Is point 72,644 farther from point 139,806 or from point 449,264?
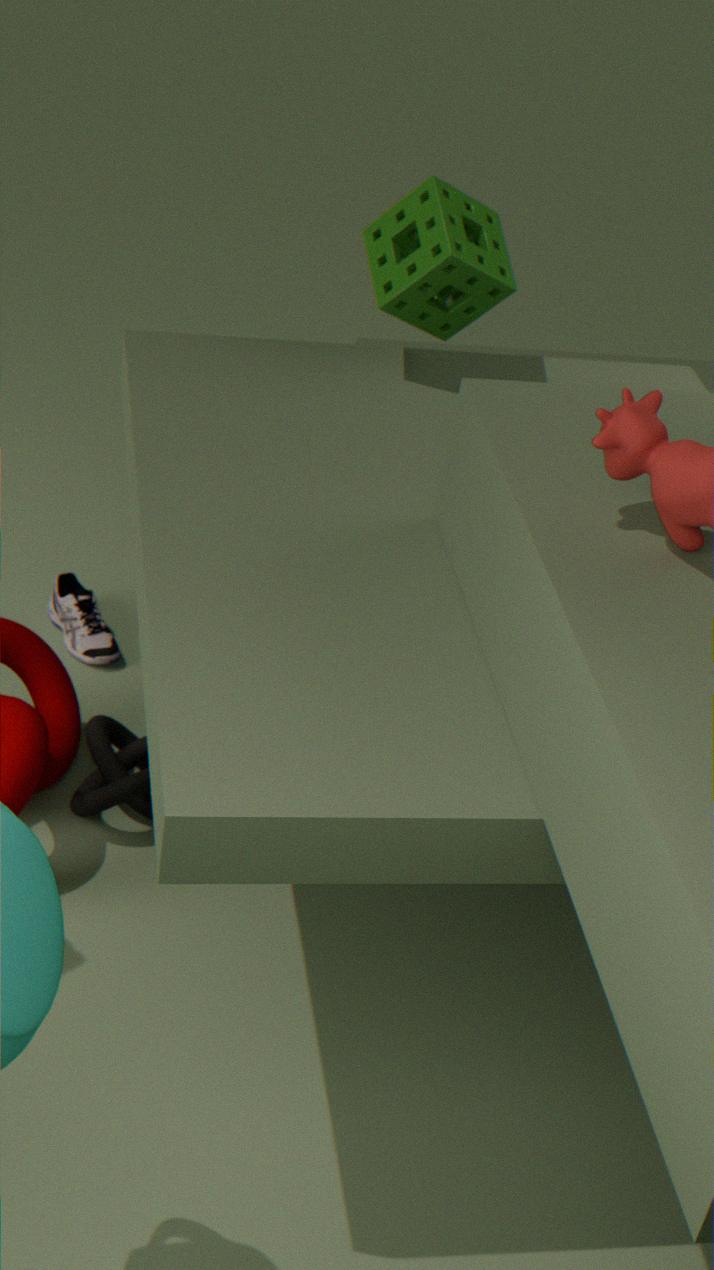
point 449,264
